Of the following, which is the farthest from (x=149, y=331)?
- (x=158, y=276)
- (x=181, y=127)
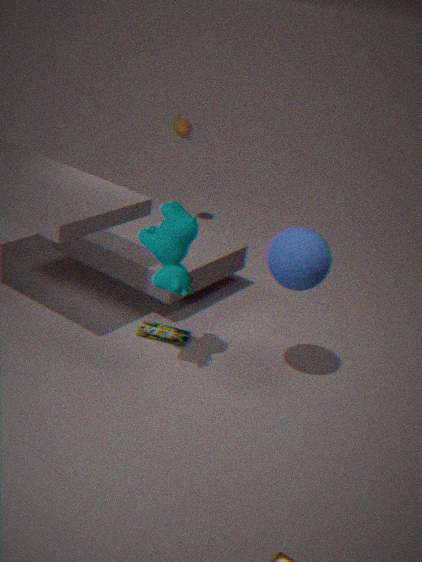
(x=181, y=127)
